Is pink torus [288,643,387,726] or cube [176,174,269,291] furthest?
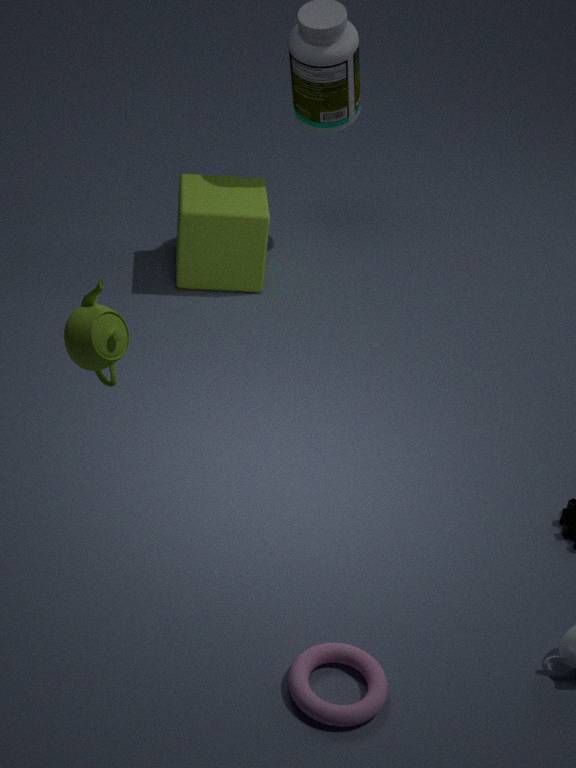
cube [176,174,269,291]
